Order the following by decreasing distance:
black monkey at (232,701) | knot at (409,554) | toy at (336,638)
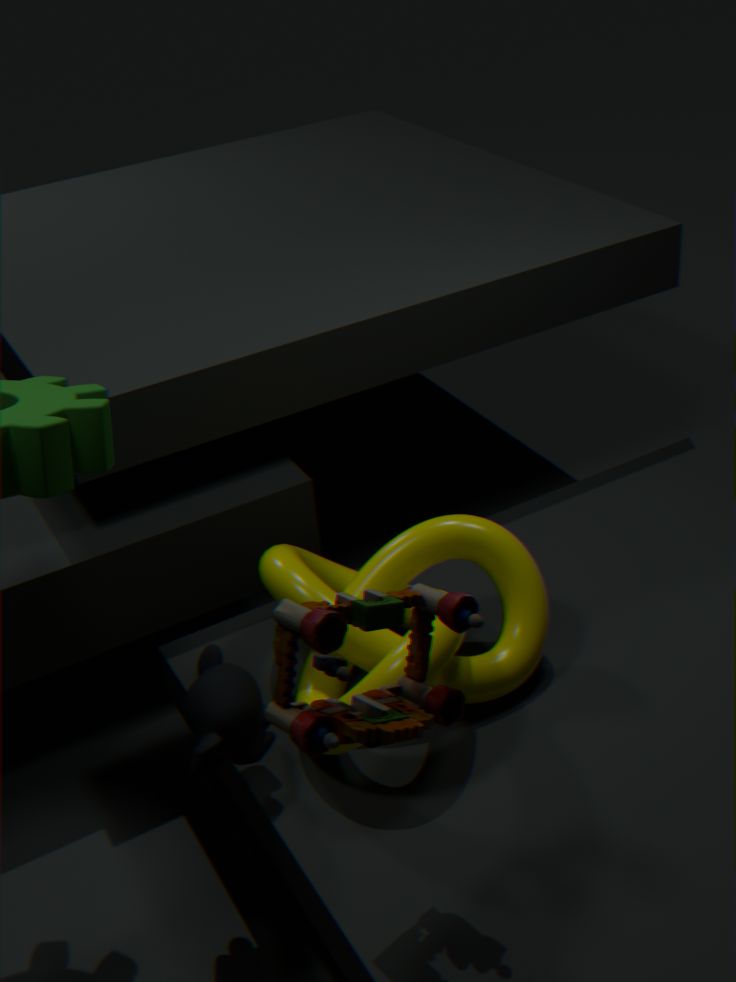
1. knot at (409,554)
2. black monkey at (232,701)
3. toy at (336,638)
